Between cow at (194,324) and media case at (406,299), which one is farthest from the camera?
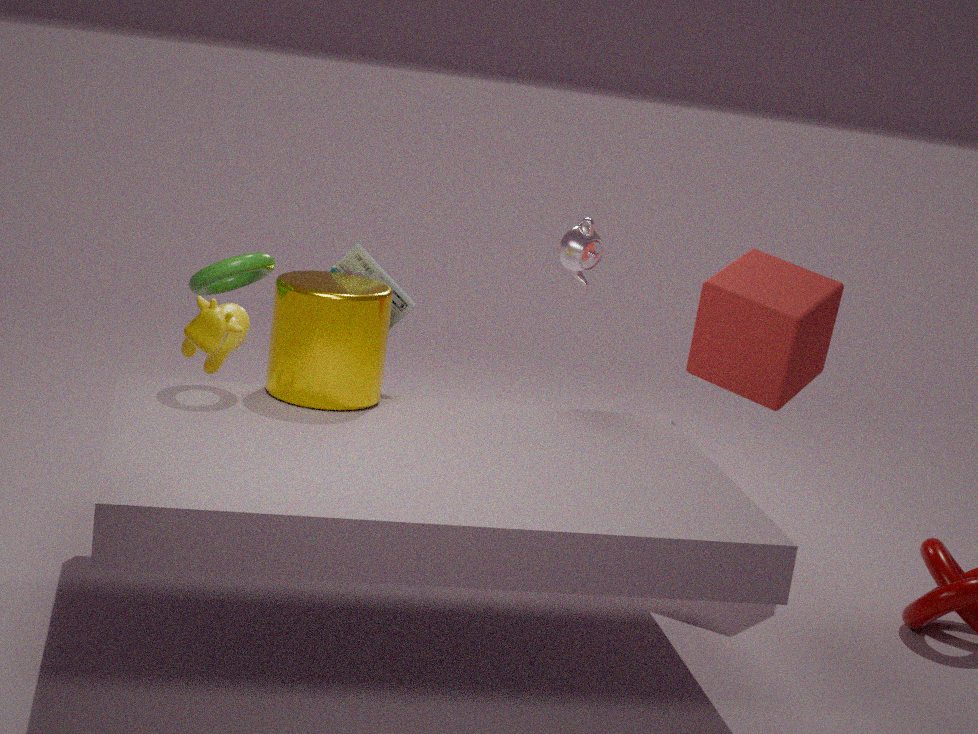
media case at (406,299)
